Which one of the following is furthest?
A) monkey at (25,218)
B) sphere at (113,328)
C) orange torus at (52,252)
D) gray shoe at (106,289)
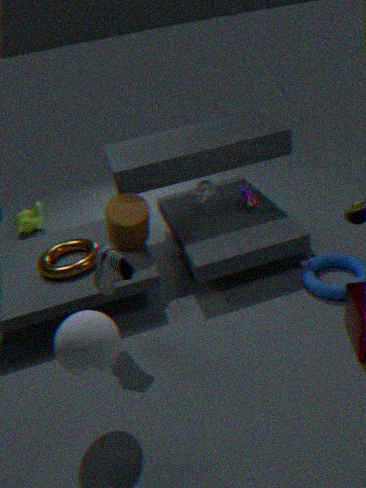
A. monkey at (25,218)
